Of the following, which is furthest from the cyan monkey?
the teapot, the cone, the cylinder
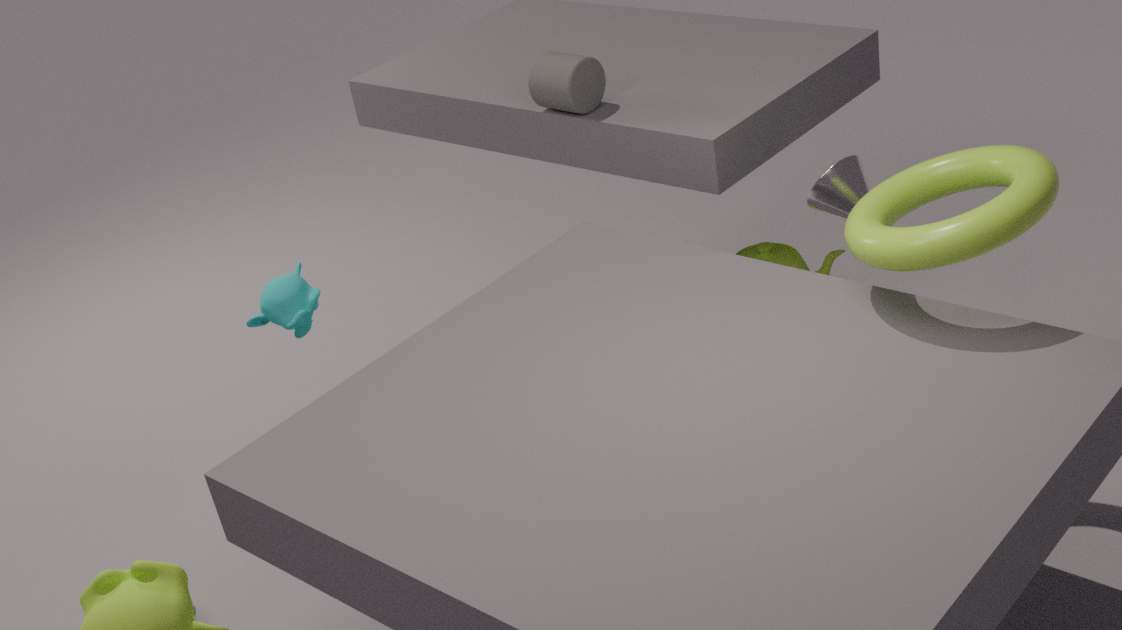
the teapot
